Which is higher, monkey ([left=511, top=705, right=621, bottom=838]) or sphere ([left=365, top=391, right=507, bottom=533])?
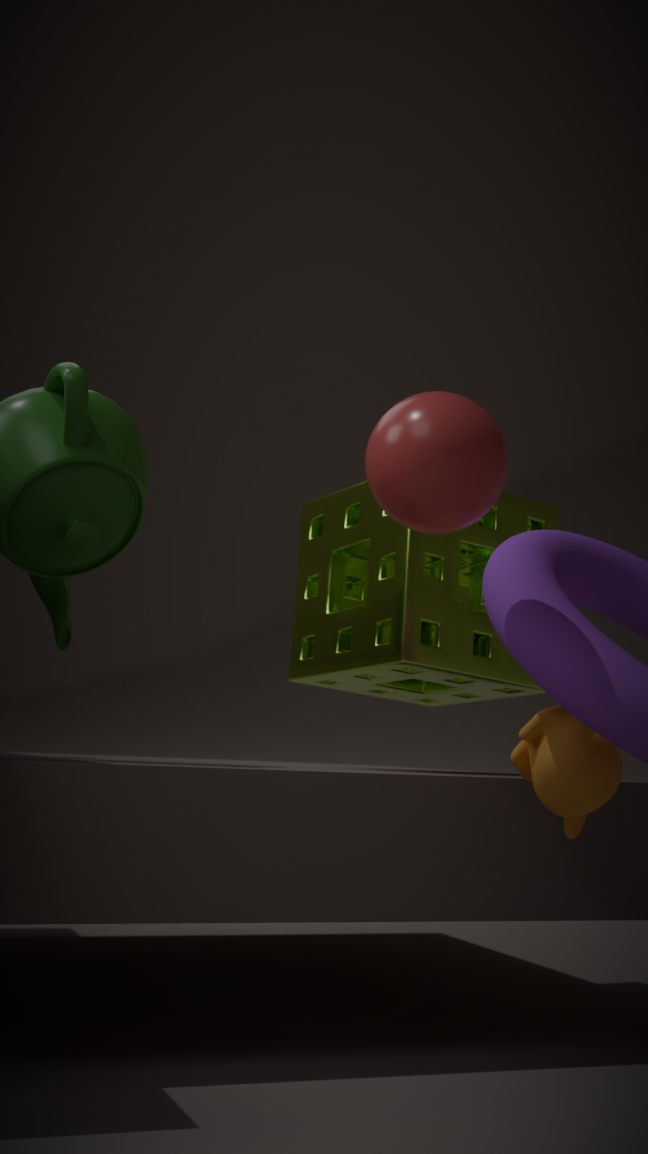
sphere ([left=365, top=391, right=507, bottom=533])
